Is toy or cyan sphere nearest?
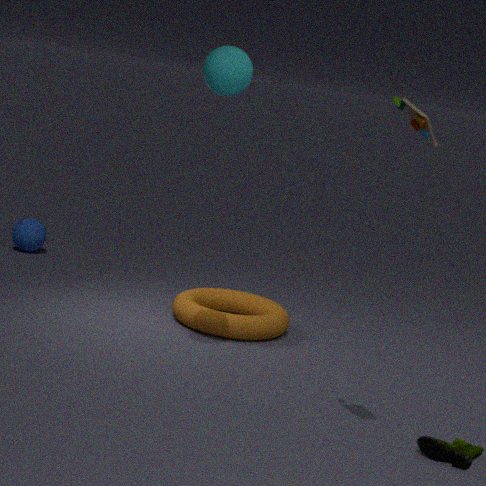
toy
